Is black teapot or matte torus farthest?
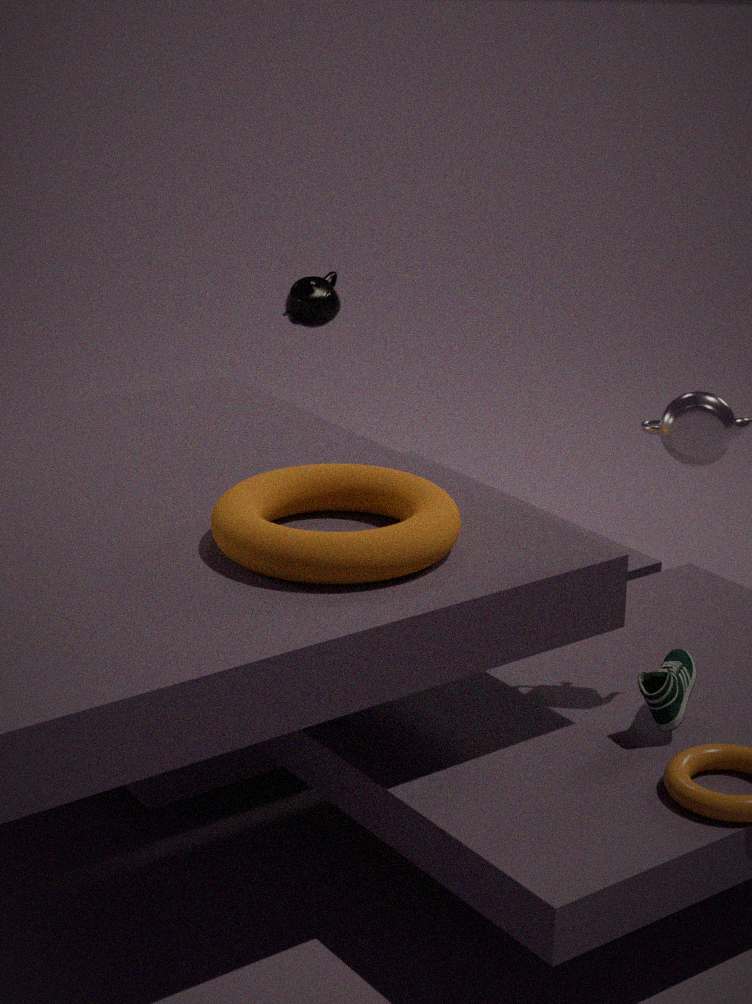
black teapot
